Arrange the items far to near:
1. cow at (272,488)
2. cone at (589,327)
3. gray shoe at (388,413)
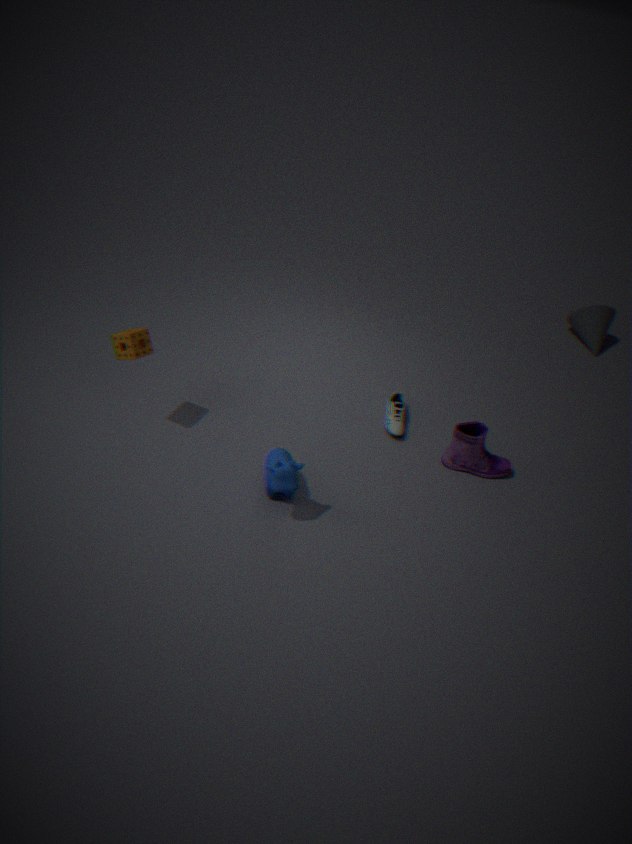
cone at (589,327)
gray shoe at (388,413)
cow at (272,488)
